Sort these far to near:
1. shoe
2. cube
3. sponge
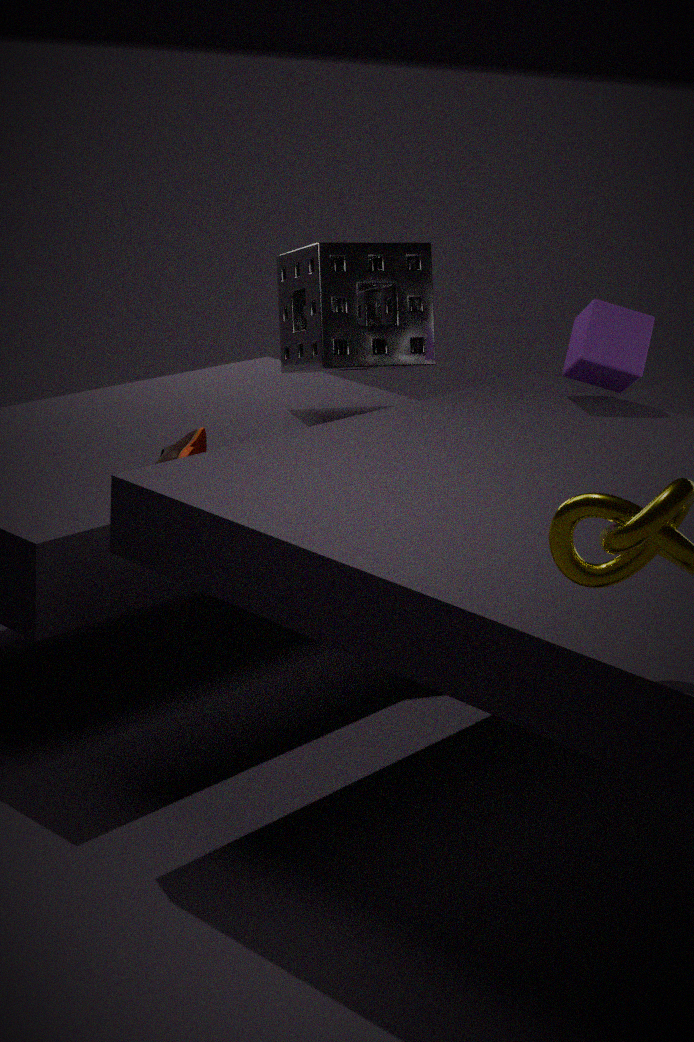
sponge
cube
shoe
